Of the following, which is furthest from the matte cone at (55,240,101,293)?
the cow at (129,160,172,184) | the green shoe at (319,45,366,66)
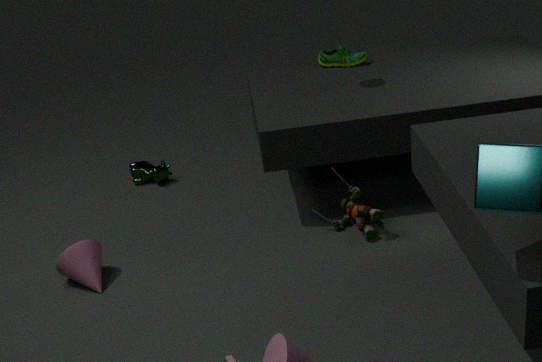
the green shoe at (319,45,366,66)
